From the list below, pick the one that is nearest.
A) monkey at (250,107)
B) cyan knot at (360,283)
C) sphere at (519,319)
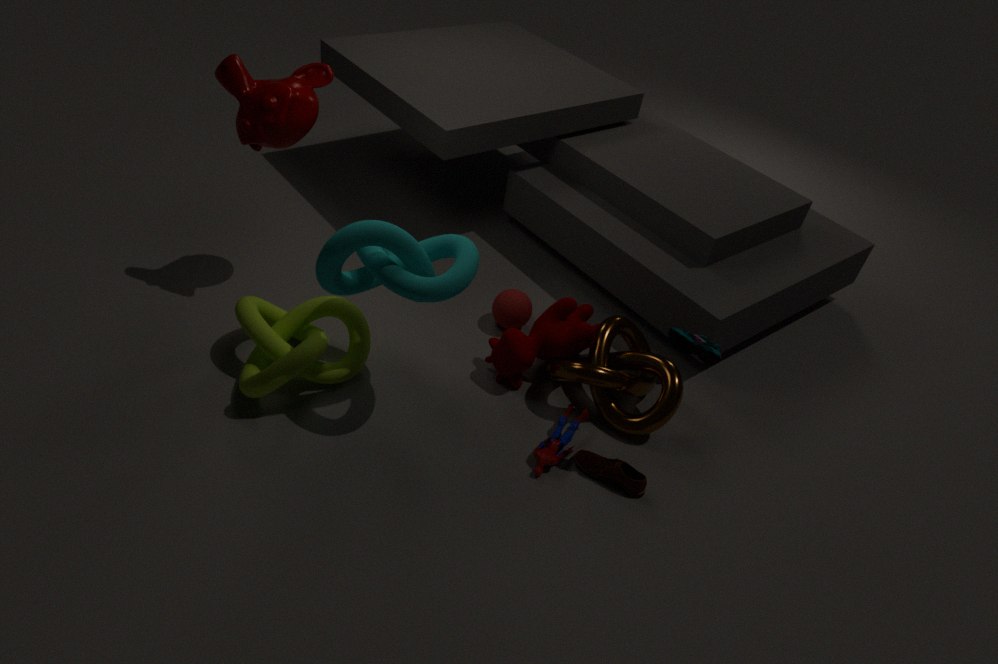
cyan knot at (360,283)
